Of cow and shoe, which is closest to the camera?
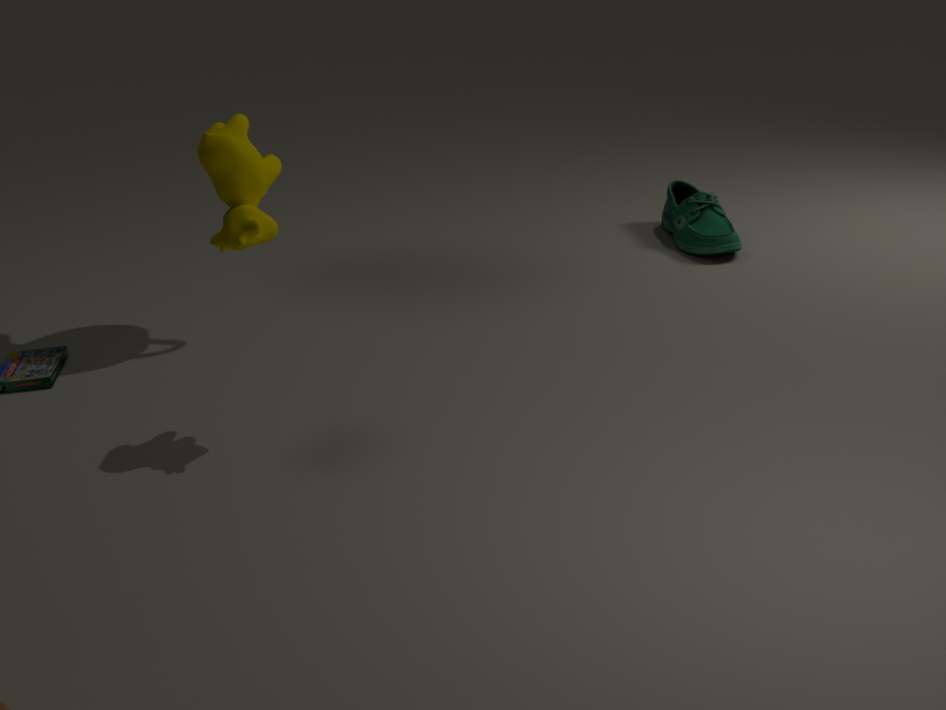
cow
